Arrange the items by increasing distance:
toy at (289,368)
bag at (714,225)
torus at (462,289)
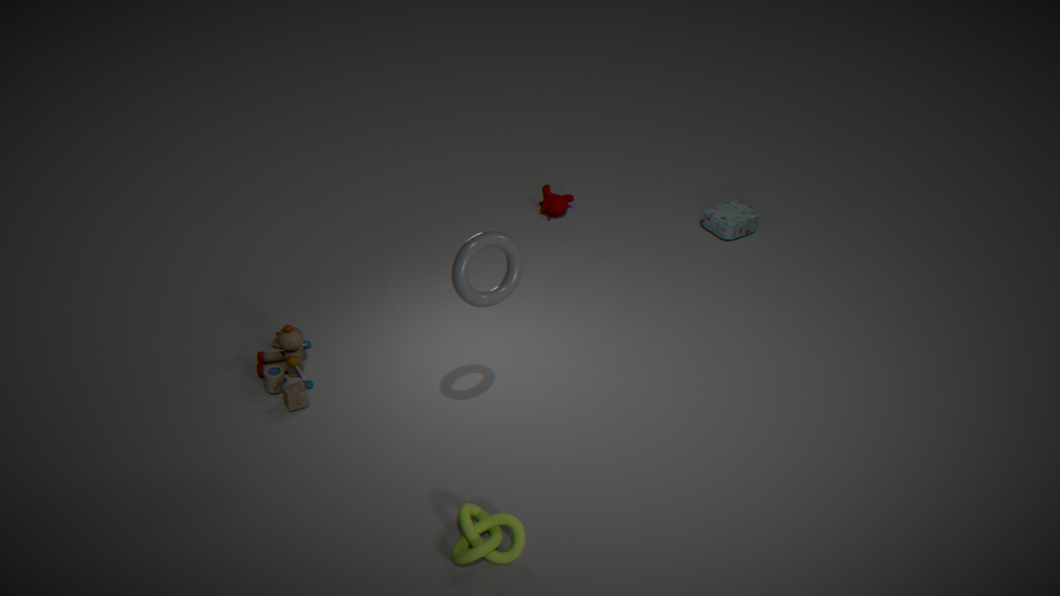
1. torus at (462,289)
2. toy at (289,368)
3. bag at (714,225)
